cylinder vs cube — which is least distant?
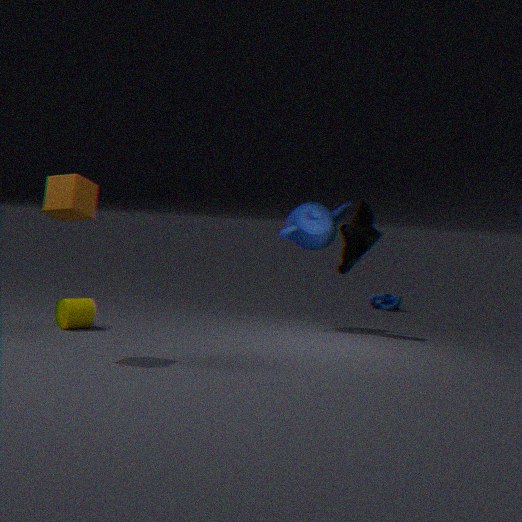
cube
